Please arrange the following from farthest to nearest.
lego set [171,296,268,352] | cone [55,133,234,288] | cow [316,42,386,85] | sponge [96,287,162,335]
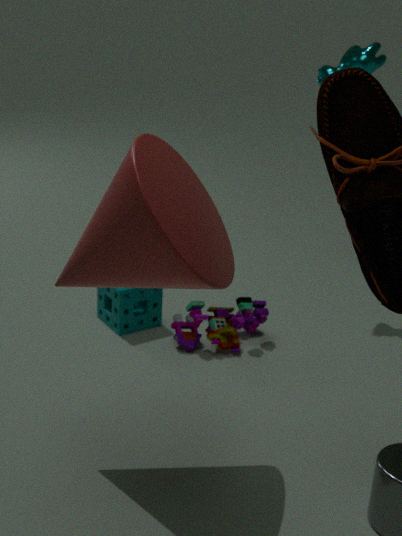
cow [316,42,386,85], sponge [96,287,162,335], lego set [171,296,268,352], cone [55,133,234,288]
